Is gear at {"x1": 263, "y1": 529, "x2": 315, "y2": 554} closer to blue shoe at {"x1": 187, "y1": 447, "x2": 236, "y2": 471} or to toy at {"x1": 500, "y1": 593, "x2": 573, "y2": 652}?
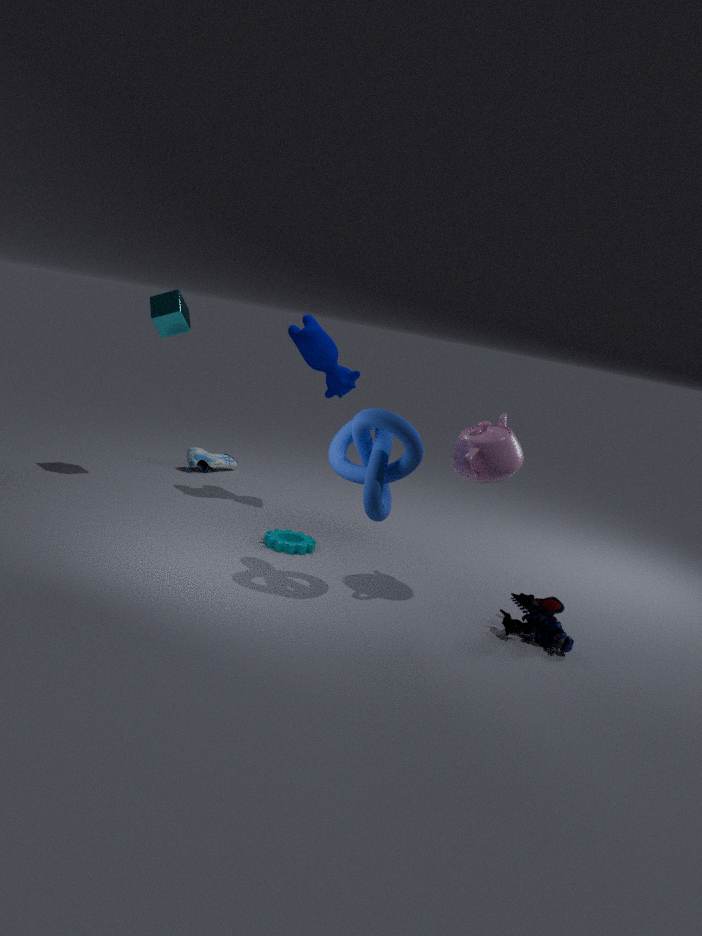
toy at {"x1": 500, "y1": 593, "x2": 573, "y2": 652}
